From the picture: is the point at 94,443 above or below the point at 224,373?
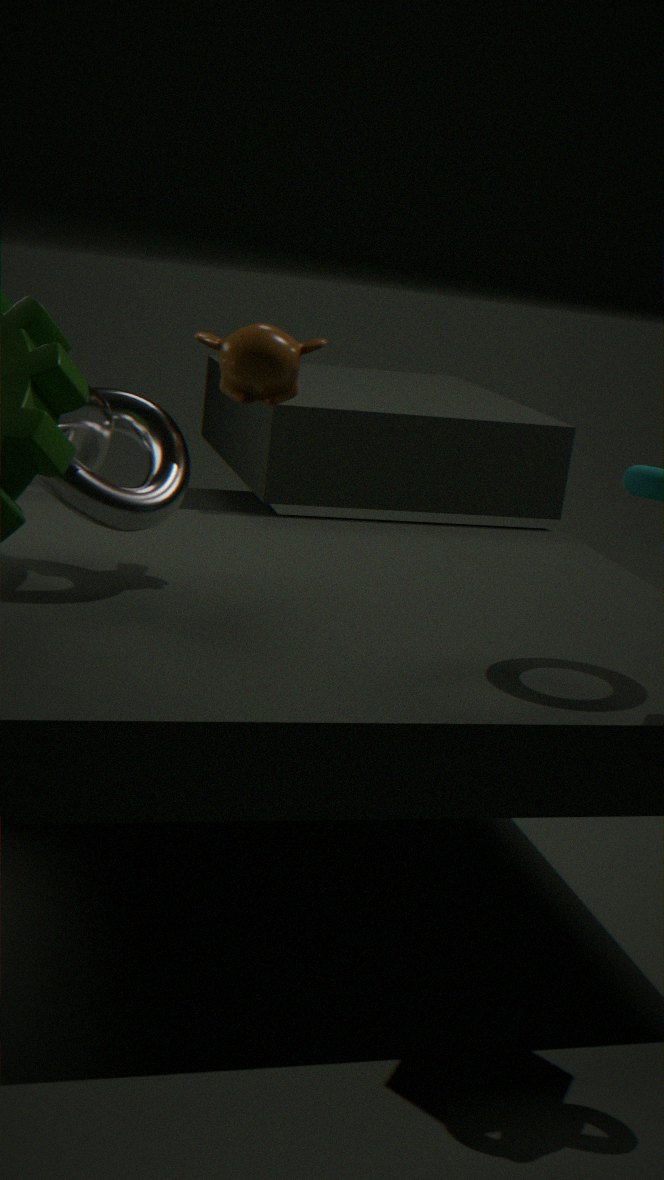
below
